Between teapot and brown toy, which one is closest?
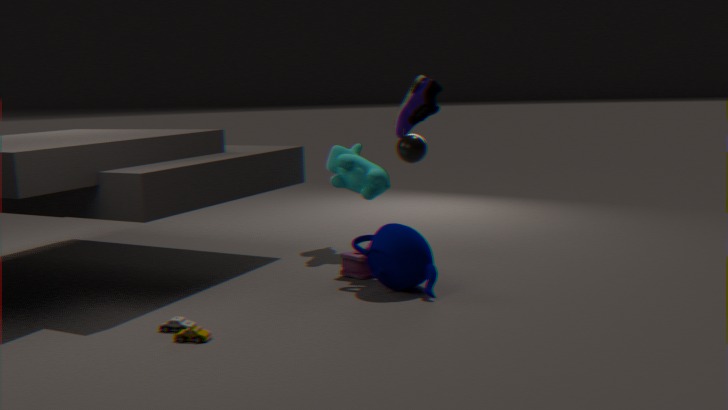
brown toy
